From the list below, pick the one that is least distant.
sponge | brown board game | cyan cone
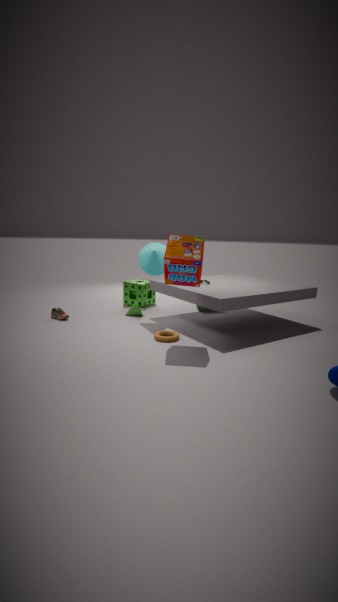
brown board game
